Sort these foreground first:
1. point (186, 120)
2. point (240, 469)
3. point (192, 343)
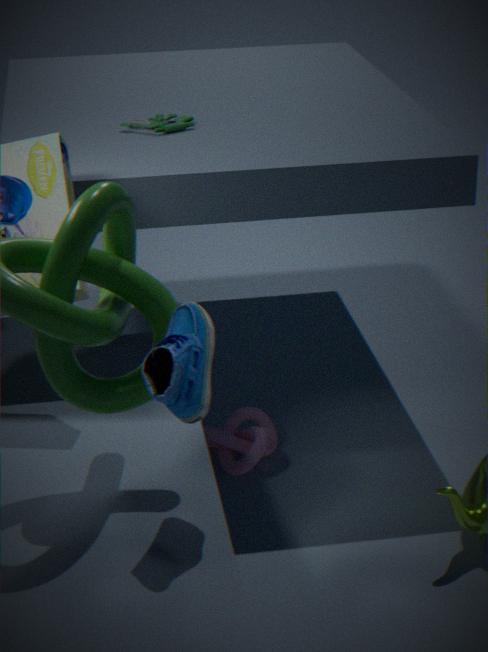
point (192, 343), point (240, 469), point (186, 120)
